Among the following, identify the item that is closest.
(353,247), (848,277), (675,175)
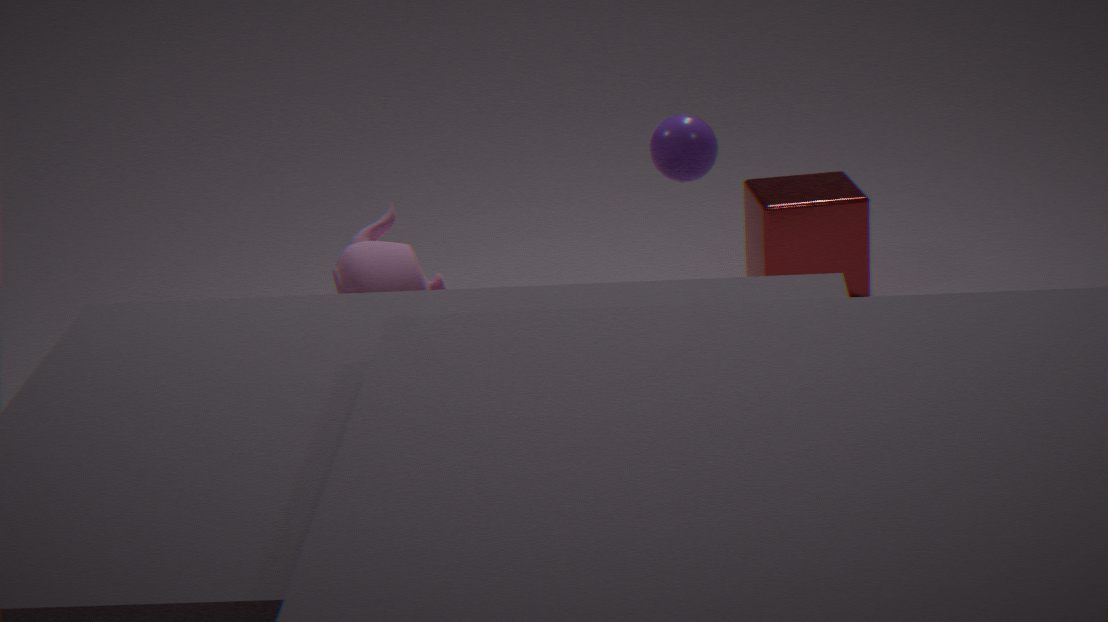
(353,247)
